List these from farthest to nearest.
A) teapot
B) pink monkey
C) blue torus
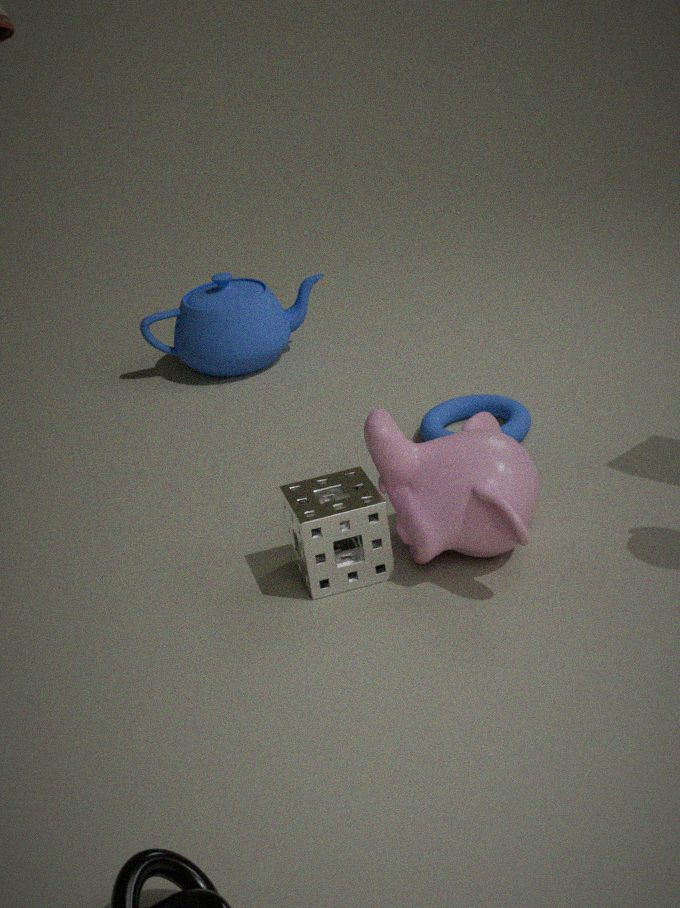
teapot < blue torus < pink monkey
